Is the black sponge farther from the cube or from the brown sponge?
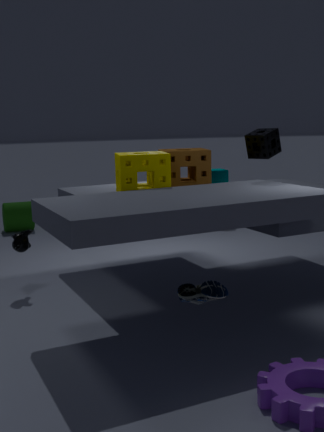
the cube
